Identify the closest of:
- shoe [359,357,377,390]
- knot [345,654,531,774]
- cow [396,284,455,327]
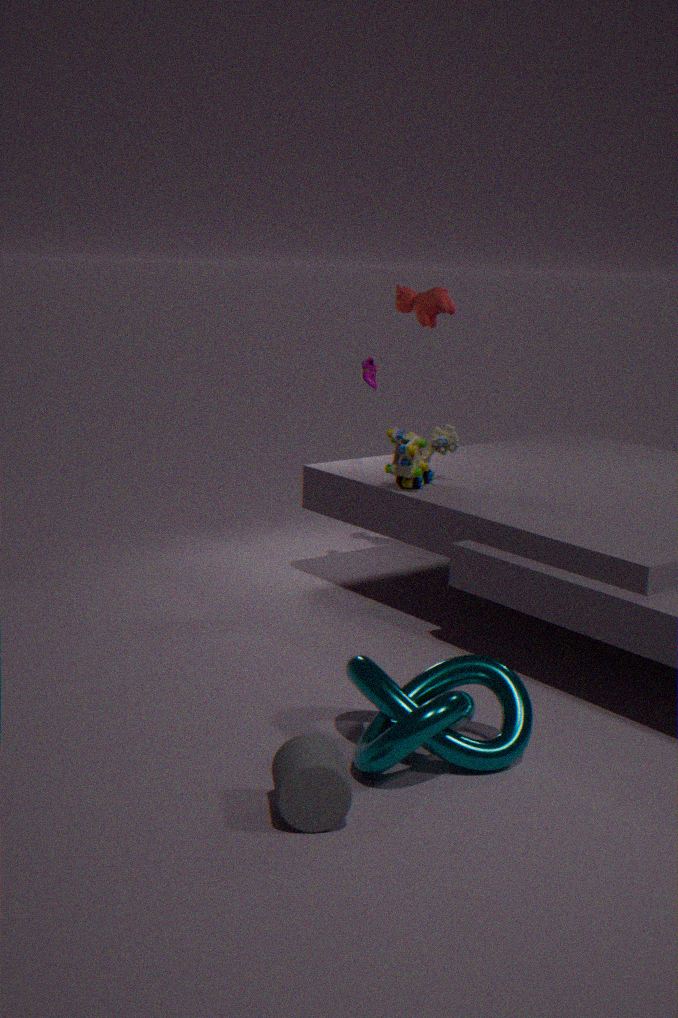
knot [345,654,531,774]
